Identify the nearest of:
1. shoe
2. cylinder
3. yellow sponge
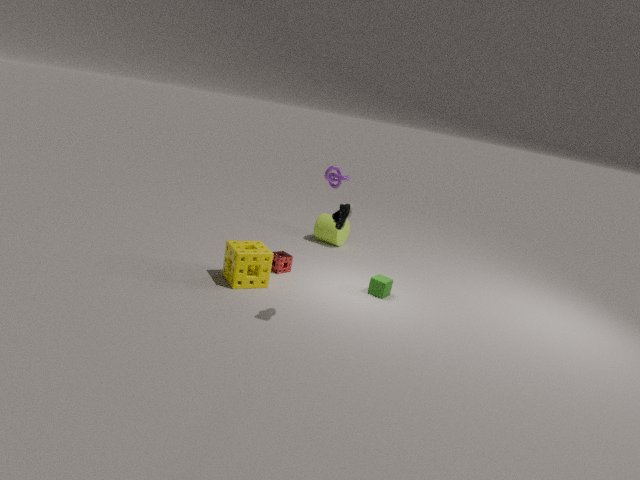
shoe
